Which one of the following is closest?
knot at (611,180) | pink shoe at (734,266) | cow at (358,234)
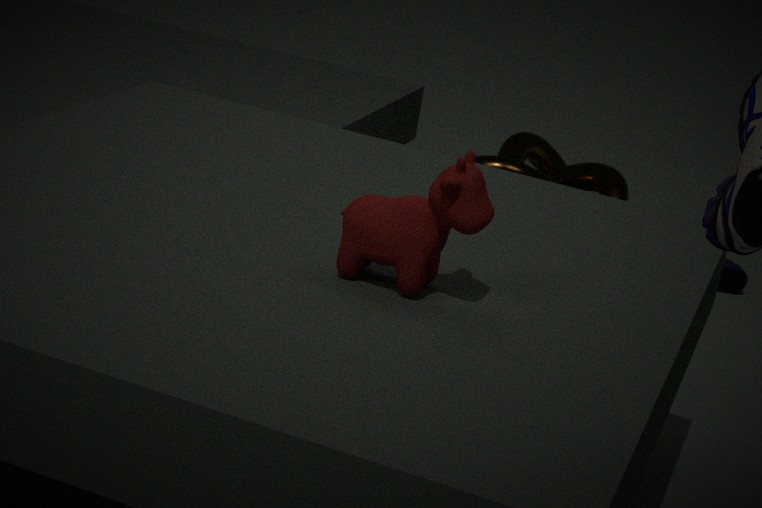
cow at (358,234)
